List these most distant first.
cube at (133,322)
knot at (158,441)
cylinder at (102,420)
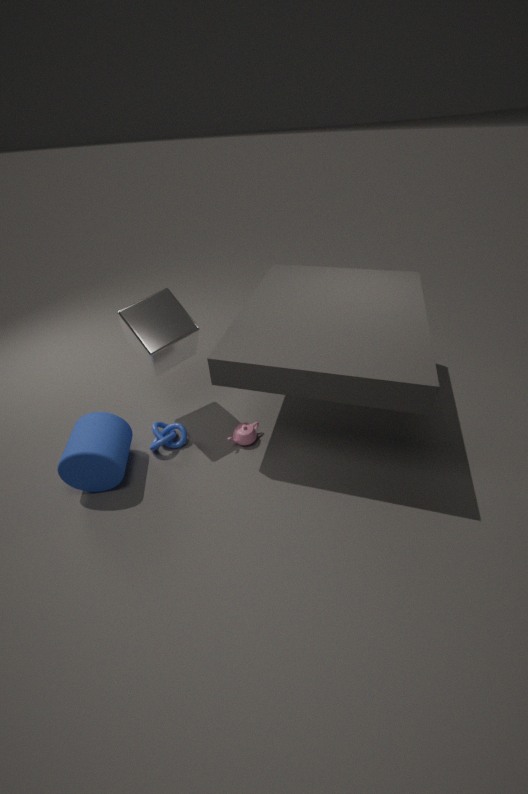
knot at (158,441) < cube at (133,322) < cylinder at (102,420)
